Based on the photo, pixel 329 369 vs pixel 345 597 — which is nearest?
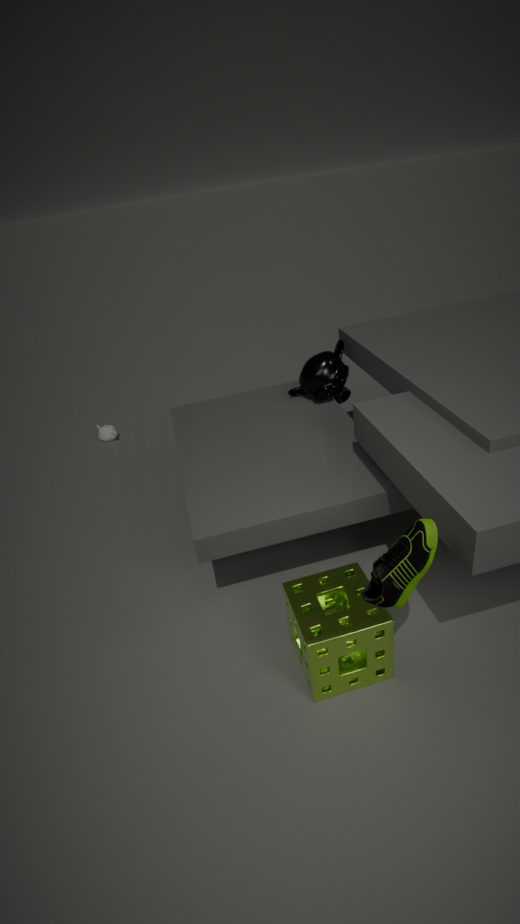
pixel 345 597
